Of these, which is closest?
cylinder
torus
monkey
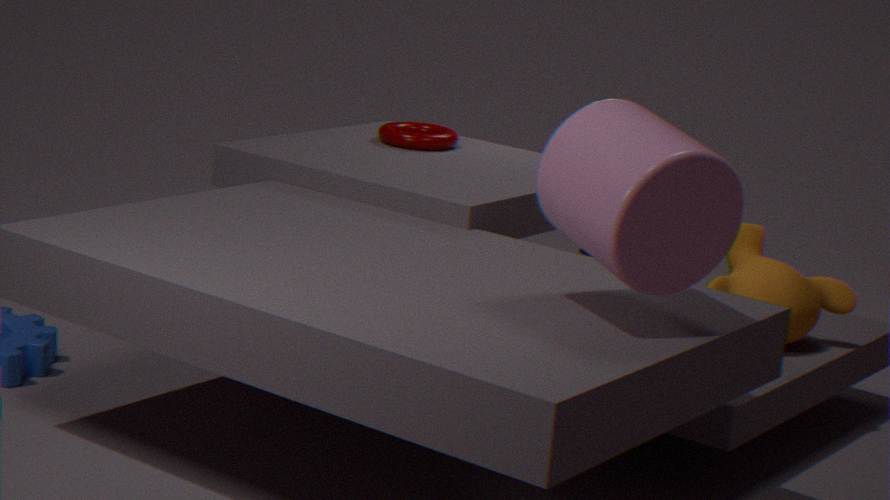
cylinder
